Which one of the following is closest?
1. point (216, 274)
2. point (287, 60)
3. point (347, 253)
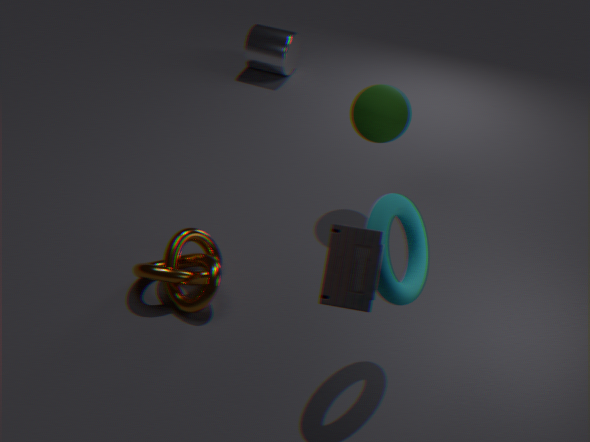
point (347, 253)
